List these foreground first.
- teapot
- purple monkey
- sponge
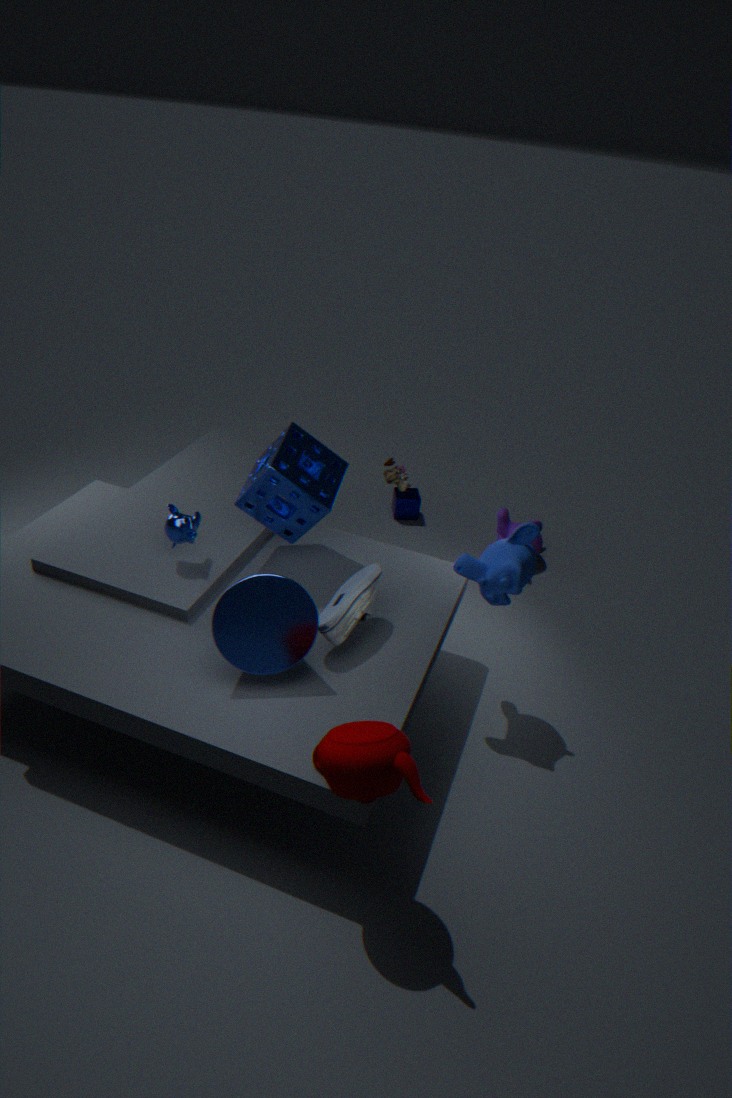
teapot → sponge → purple monkey
